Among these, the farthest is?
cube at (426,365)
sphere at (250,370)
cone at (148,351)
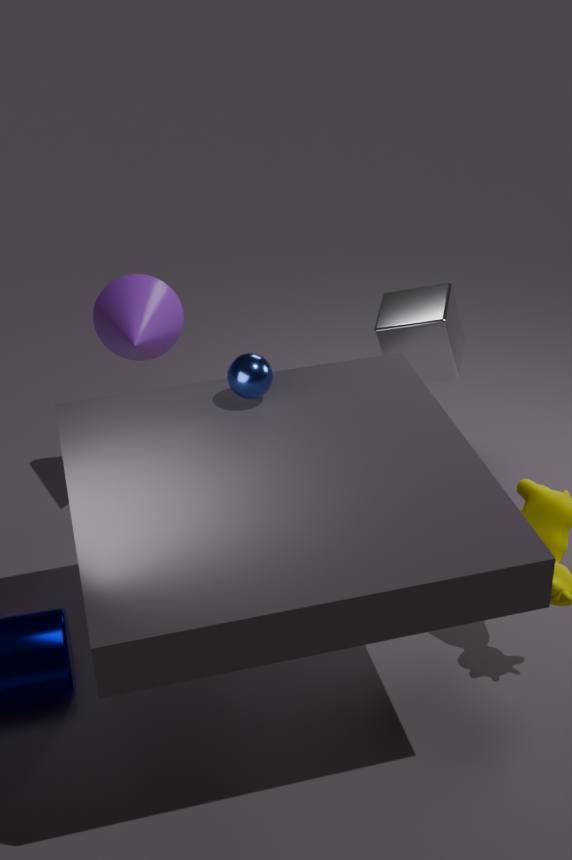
cube at (426,365)
